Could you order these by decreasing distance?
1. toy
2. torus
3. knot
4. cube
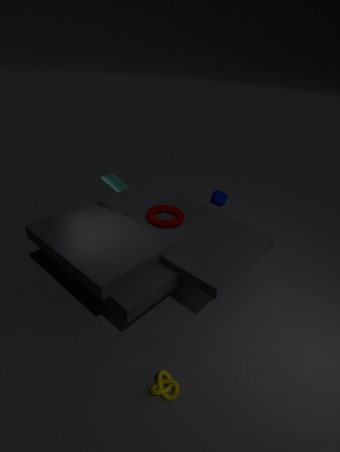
cube < torus < toy < knot
